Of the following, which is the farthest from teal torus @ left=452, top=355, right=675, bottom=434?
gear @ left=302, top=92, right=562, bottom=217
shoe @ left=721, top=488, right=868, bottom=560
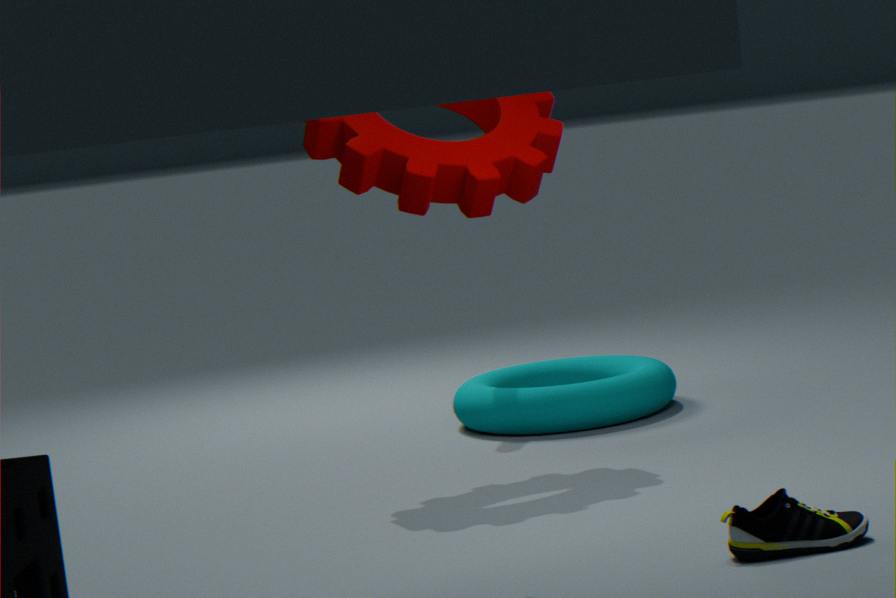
shoe @ left=721, top=488, right=868, bottom=560
